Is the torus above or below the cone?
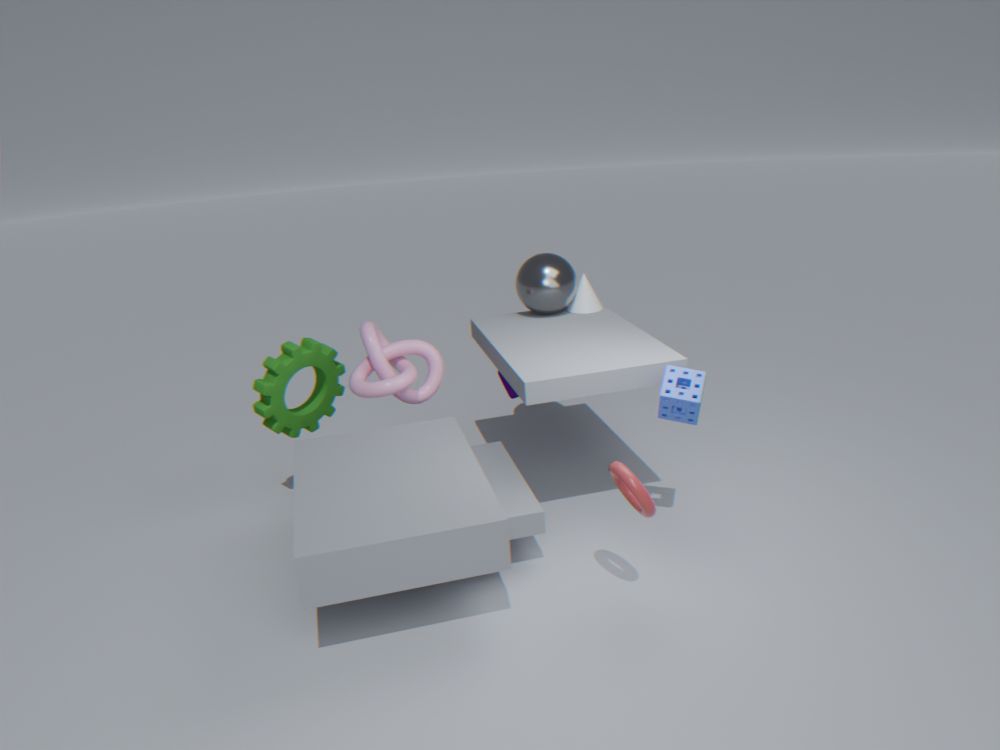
below
